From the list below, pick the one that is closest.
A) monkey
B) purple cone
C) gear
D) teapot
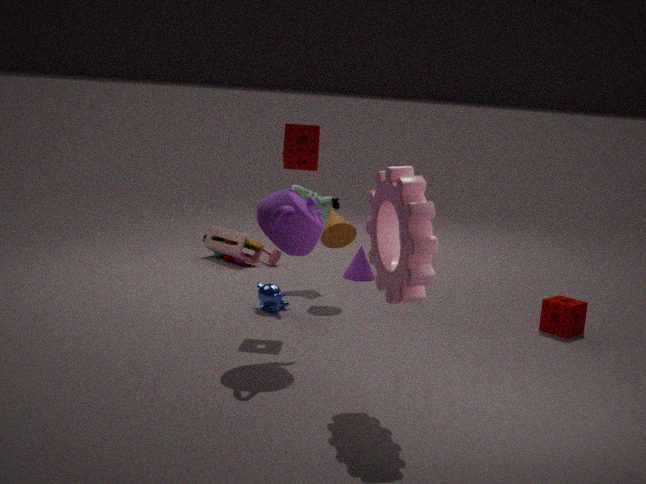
gear
